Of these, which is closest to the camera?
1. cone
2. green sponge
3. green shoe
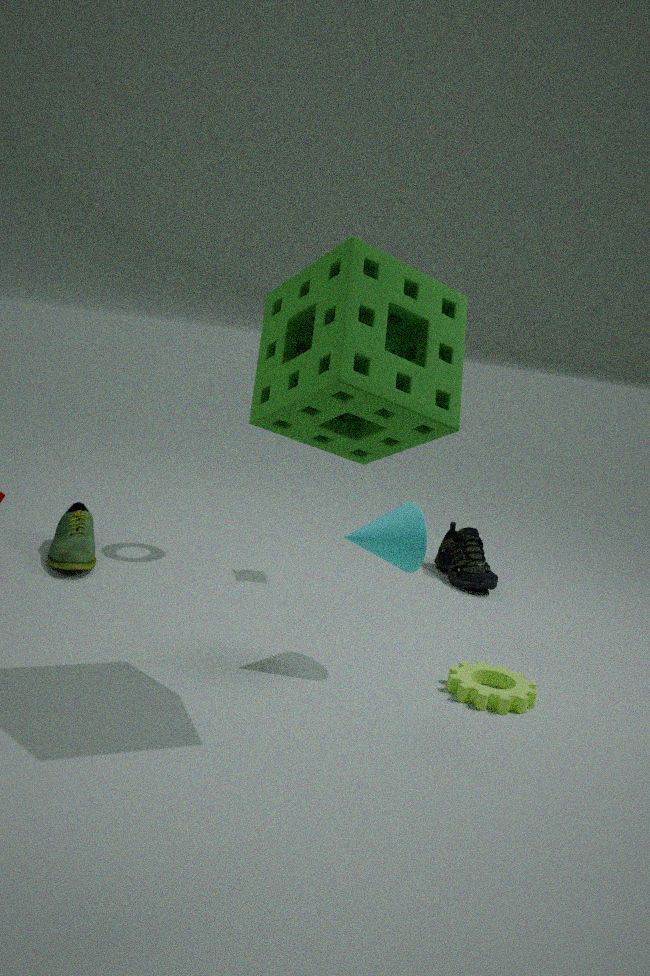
green sponge
